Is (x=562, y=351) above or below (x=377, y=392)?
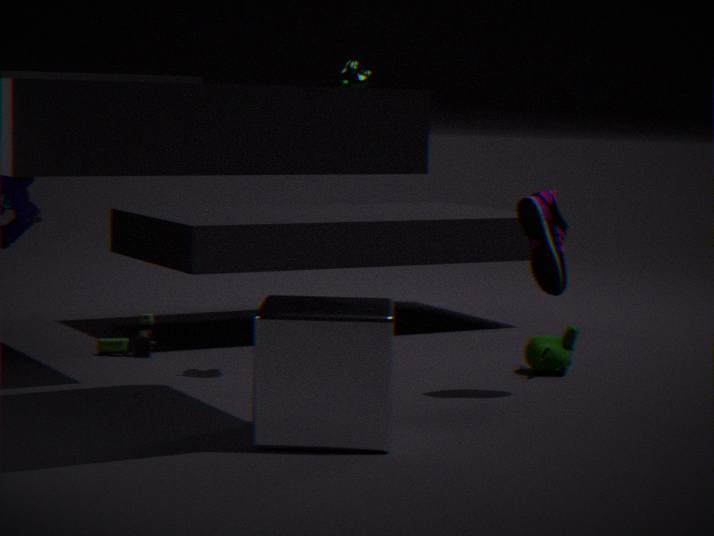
below
